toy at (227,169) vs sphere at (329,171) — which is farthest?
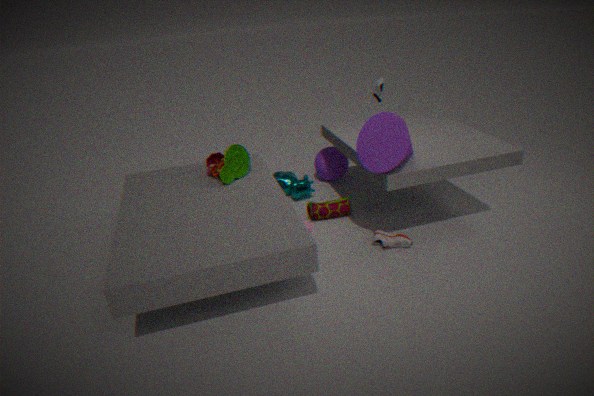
sphere at (329,171)
